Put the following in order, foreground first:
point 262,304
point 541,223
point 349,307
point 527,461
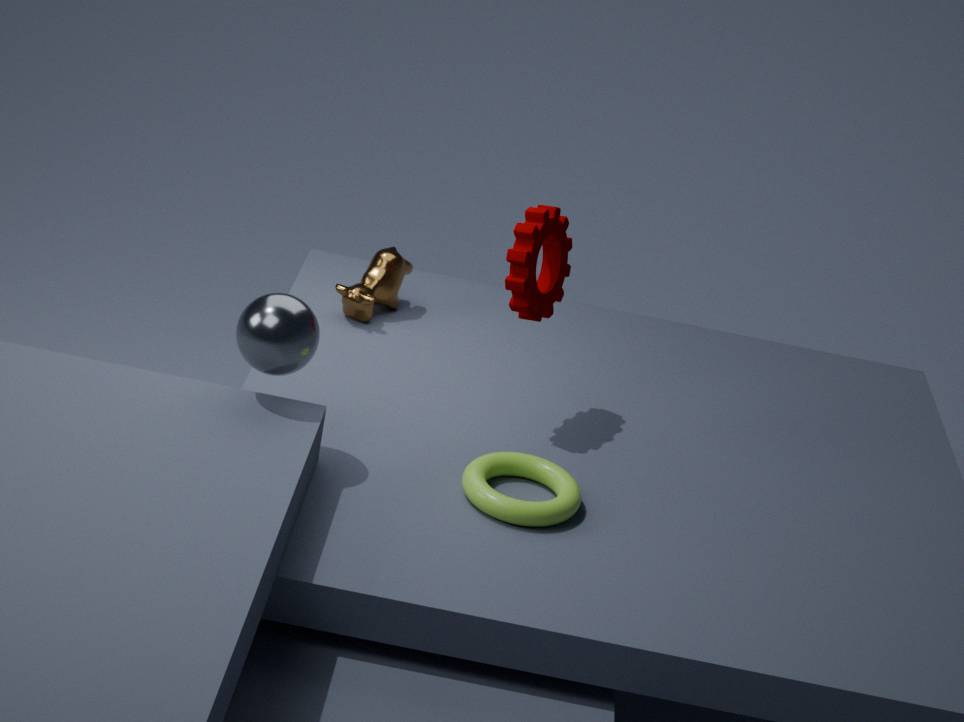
point 262,304
point 527,461
point 541,223
point 349,307
